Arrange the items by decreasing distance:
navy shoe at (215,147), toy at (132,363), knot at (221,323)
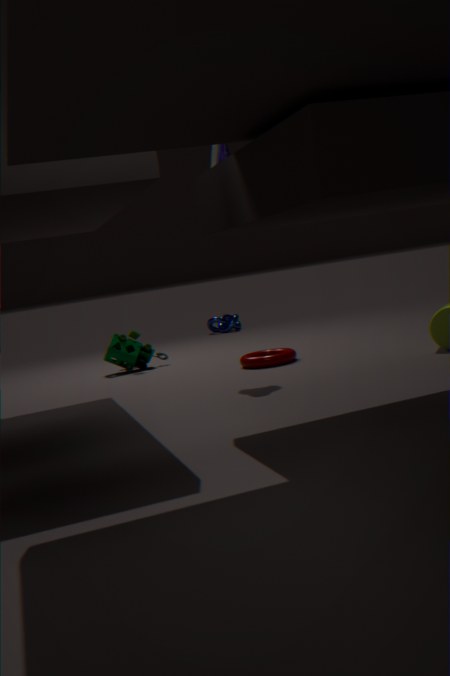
knot at (221,323) < toy at (132,363) < navy shoe at (215,147)
